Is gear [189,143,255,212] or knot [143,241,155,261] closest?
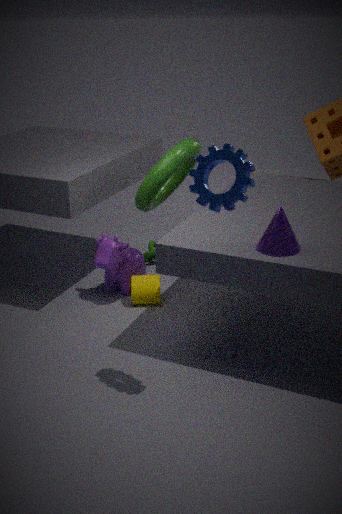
gear [189,143,255,212]
